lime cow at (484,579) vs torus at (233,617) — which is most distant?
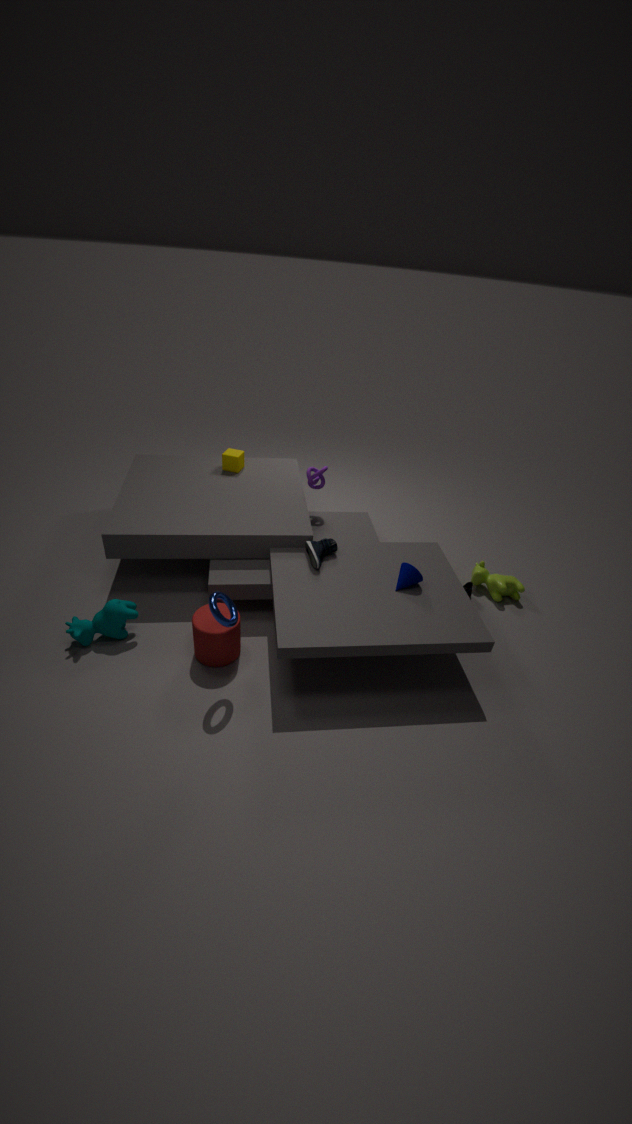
lime cow at (484,579)
